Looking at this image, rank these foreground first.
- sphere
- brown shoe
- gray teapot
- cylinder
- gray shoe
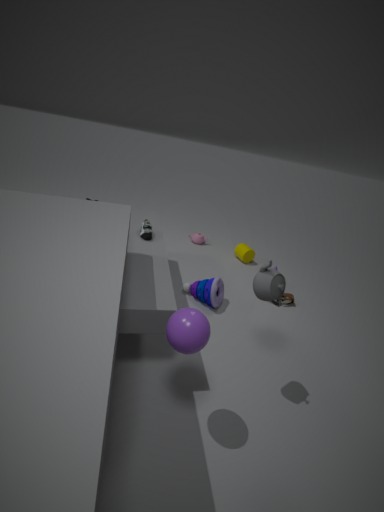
sphere, gray teapot, gray shoe, brown shoe, cylinder
